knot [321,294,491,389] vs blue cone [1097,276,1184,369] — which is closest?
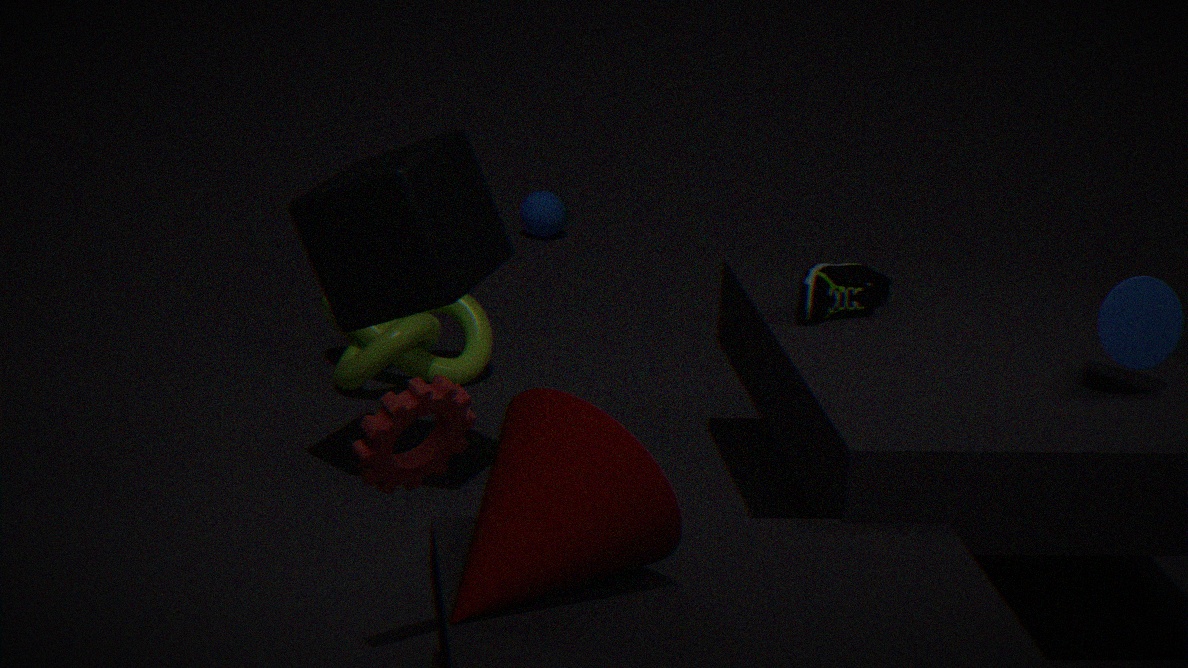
blue cone [1097,276,1184,369]
